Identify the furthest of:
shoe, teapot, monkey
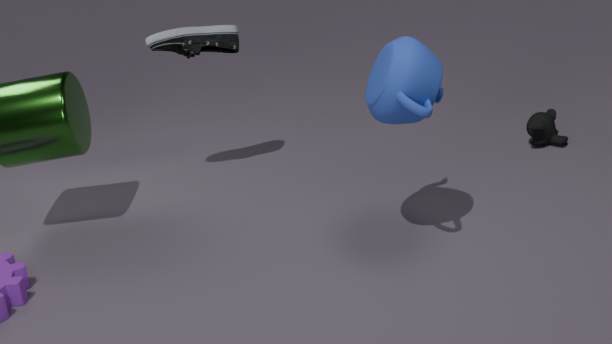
monkey
